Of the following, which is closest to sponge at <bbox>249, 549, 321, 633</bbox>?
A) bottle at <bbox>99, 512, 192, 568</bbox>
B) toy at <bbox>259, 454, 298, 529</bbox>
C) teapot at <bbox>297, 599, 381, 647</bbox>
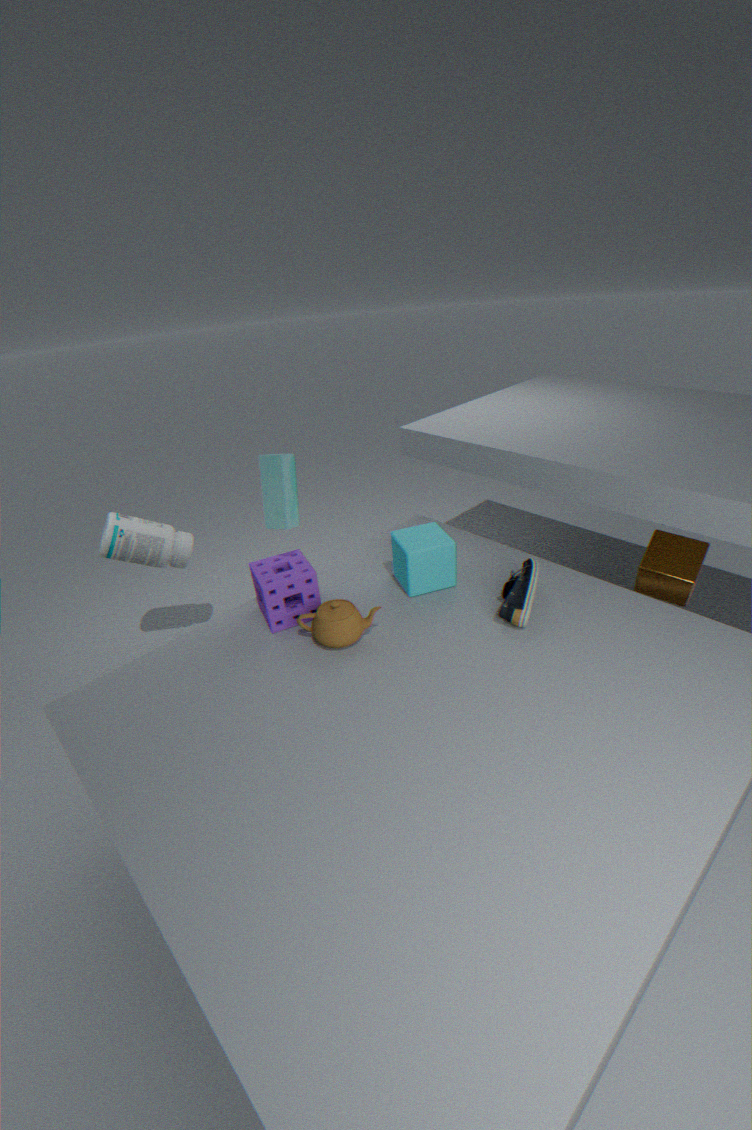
teapot at <bbox>297, 599, 381, 647</bbox>
